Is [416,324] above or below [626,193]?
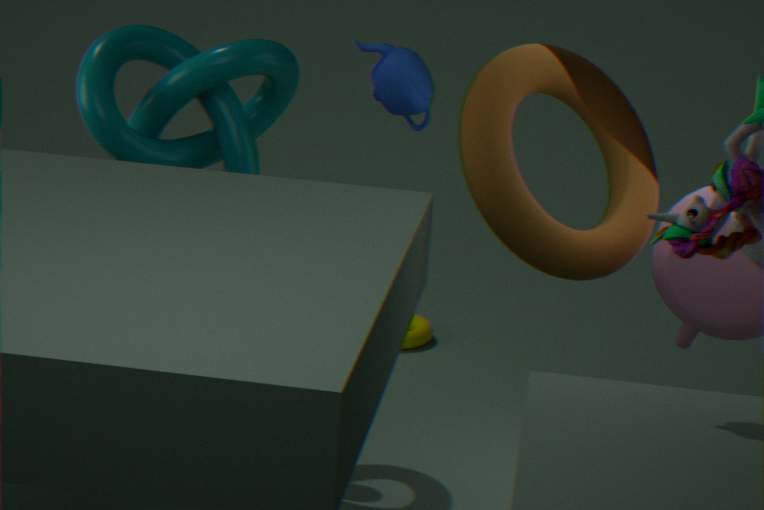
below
